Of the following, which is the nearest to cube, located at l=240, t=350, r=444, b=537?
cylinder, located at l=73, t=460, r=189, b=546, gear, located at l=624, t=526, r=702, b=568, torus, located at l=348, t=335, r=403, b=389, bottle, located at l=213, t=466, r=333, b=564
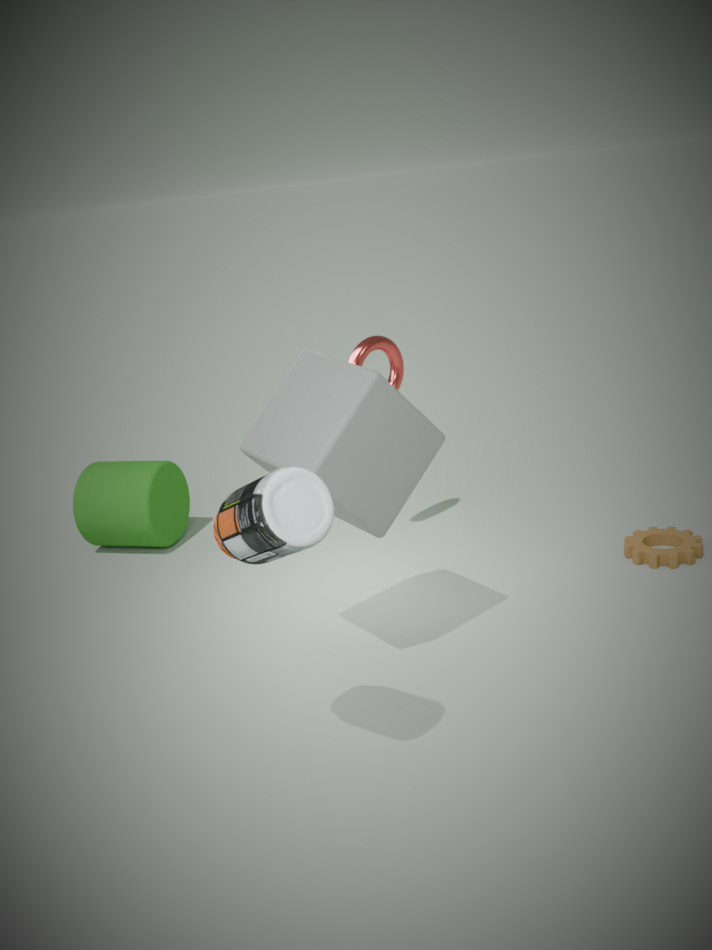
bottle, located at l=213, t=466, r=333, b=564
